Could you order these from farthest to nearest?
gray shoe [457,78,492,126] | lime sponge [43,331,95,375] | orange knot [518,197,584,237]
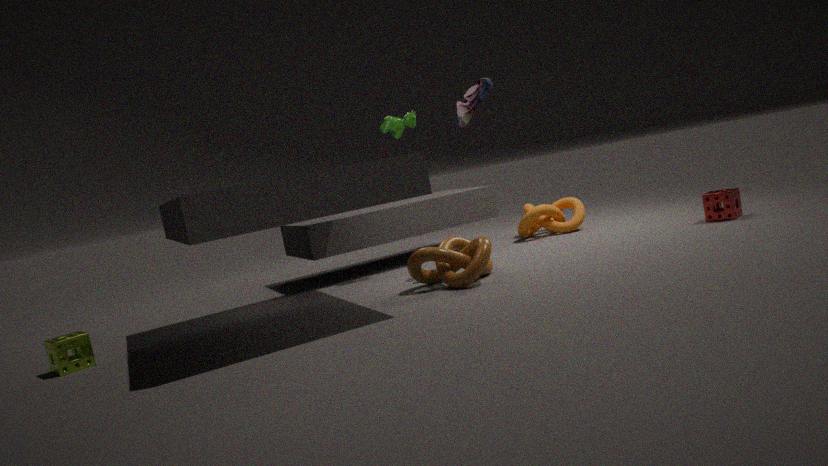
orange knot [518,197,584,237]
gray shoe [457,78,492,126]
lime sponge [43,331,95,375]
